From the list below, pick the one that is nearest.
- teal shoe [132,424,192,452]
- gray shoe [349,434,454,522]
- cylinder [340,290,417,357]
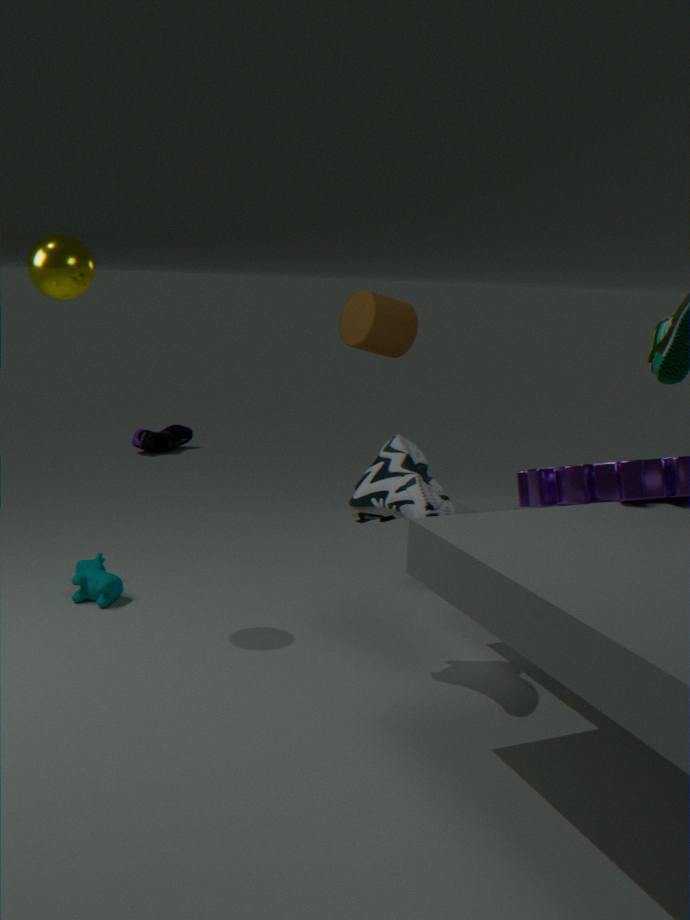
gray shoe [349,434,454,522]
